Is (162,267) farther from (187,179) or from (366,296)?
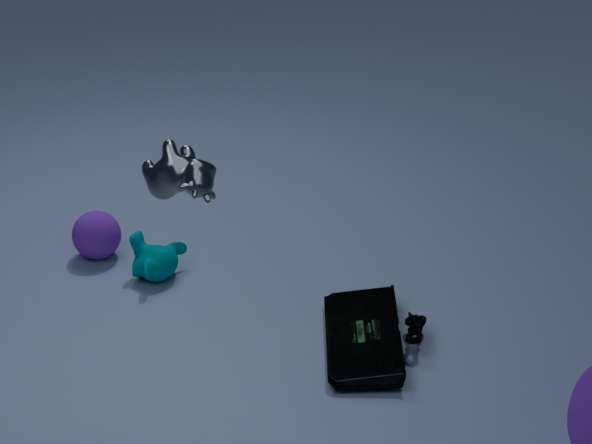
(187,179)
